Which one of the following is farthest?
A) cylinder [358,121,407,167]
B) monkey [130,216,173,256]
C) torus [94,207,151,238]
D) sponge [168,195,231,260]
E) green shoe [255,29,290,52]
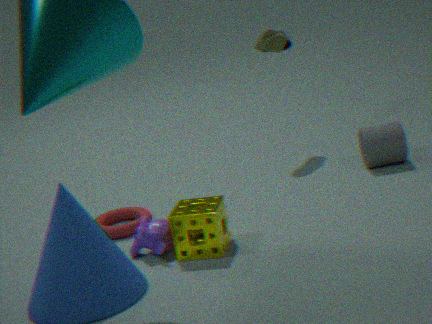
green shoe [255,29,290,52]
